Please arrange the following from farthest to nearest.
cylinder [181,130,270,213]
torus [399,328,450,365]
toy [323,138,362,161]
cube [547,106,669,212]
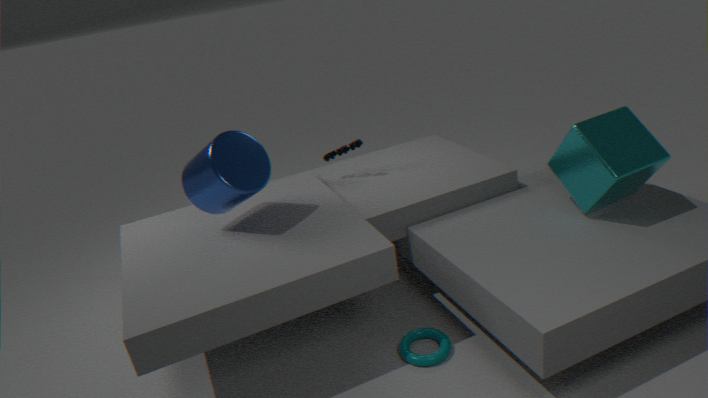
toy [323,138,362,161], cylinder [181,130,270,213], torus [399,328,450,365], cube [547,106,669,212]
